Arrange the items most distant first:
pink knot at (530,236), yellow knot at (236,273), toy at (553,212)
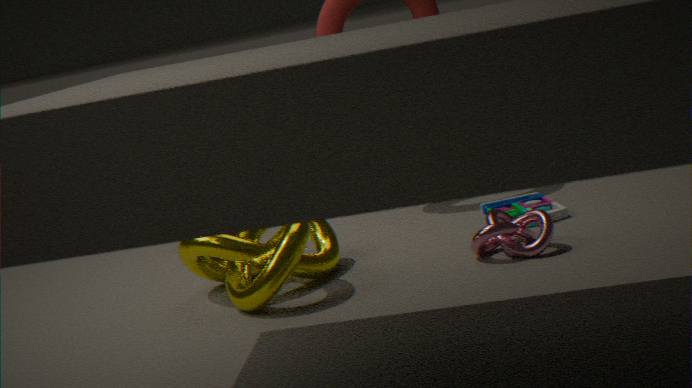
toy at (553,212)
pink knot at (530,236)
yellow knot at (236,273)
